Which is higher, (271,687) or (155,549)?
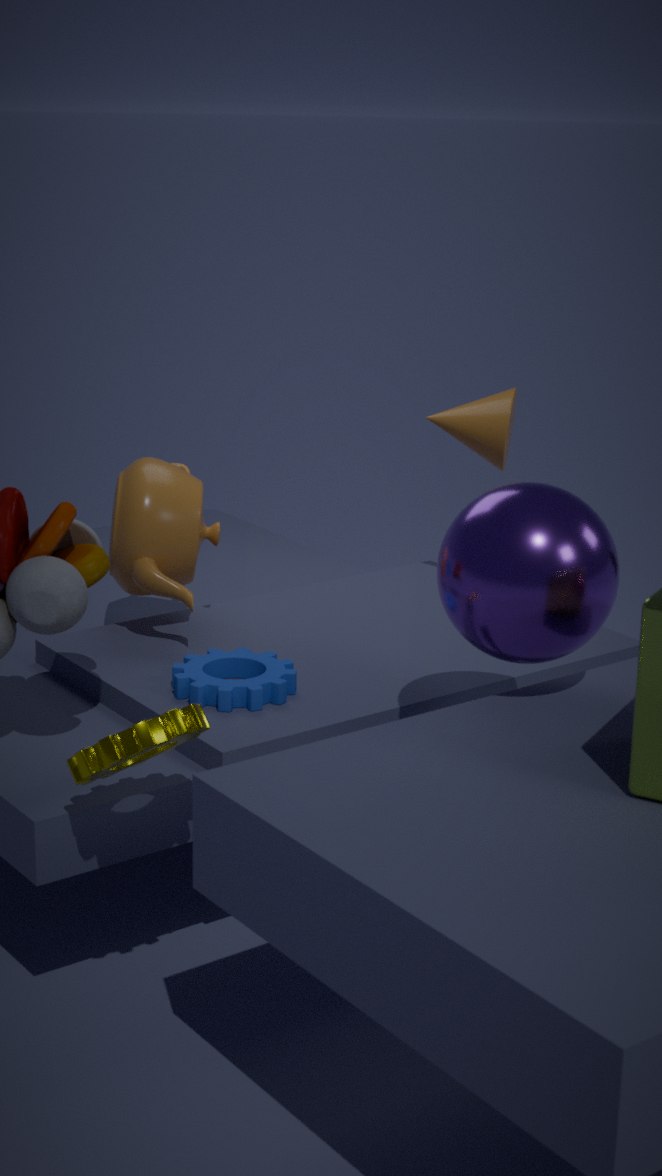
(155,549)
